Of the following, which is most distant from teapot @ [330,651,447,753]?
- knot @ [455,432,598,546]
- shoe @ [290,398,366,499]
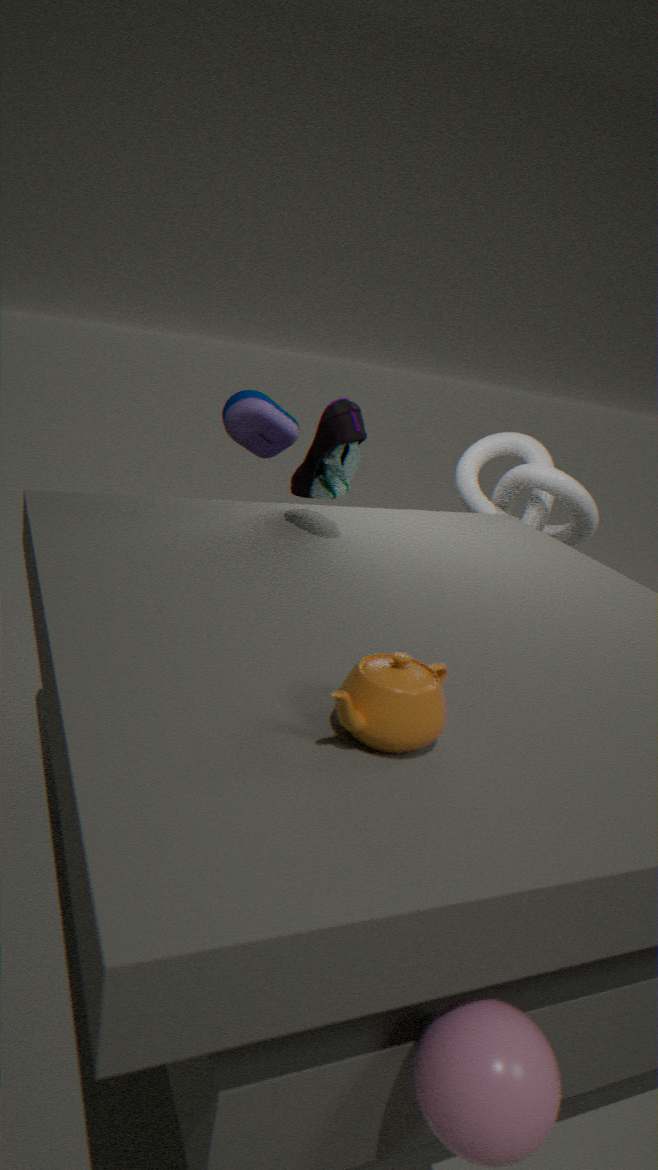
knot @ [455,432,598,546]
